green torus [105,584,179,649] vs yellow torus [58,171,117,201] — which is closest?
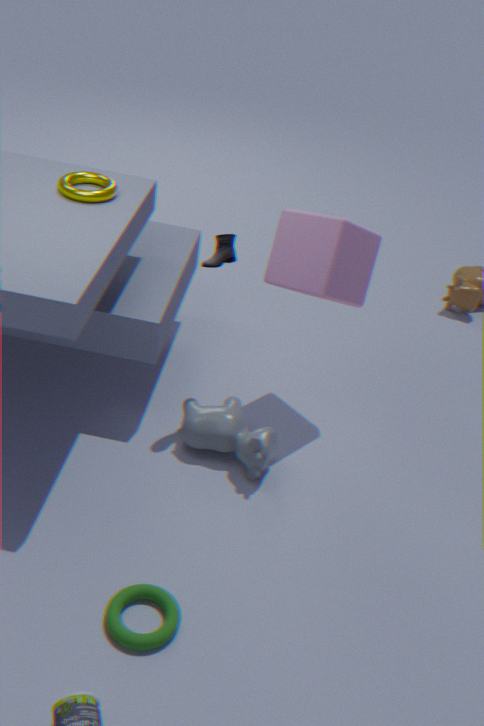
green torus [105,584,179,649]
